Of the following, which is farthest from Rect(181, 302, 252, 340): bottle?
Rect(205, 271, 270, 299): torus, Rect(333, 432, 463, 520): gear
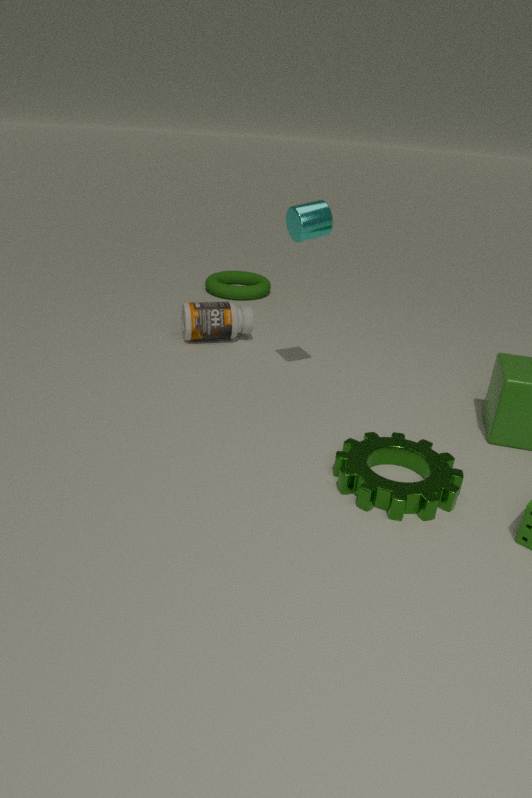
Rect(333, 432, 463, 520): gear
